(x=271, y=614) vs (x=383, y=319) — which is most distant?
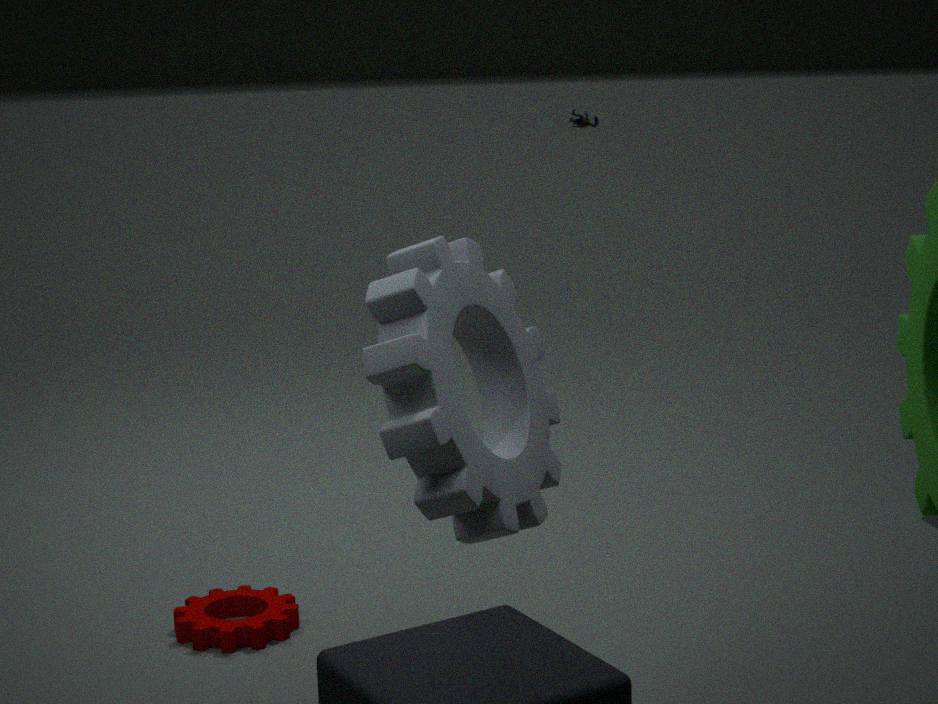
(x=271, y=614)
